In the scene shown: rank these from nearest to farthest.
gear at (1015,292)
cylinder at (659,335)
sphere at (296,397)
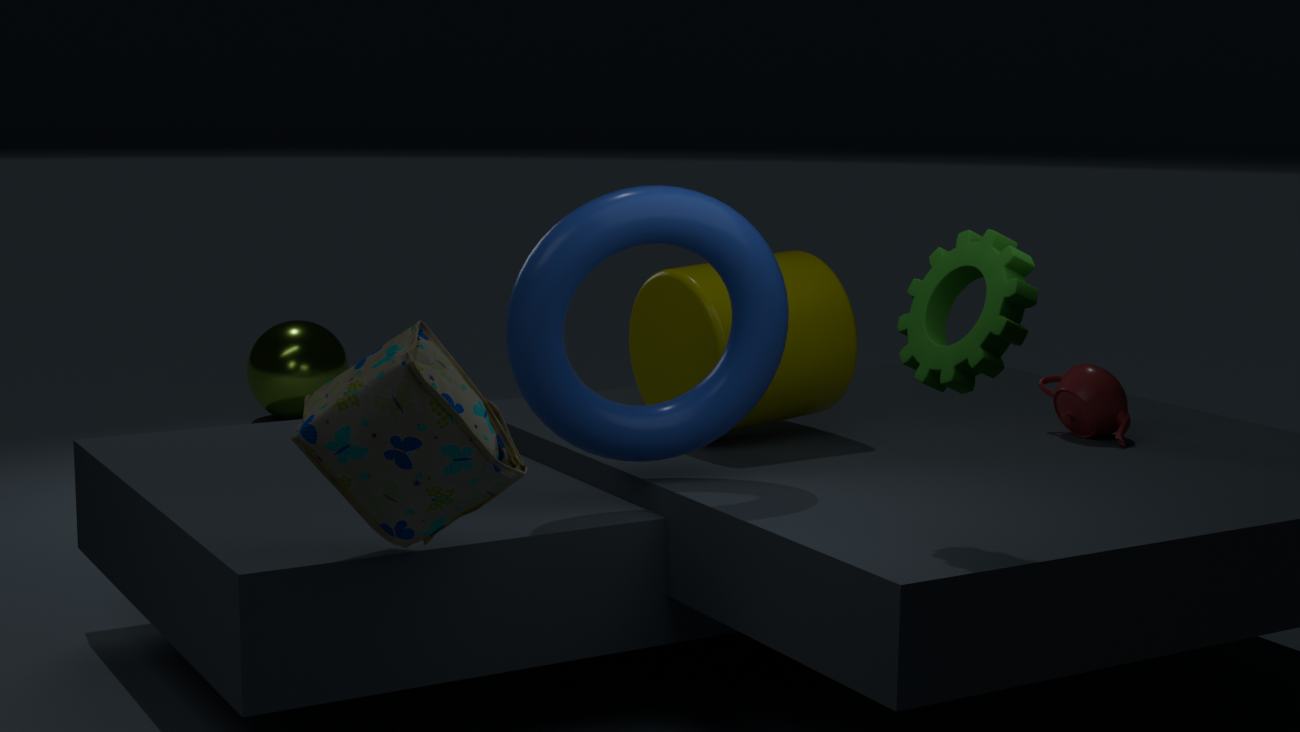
gear at (1015,292) < cylinder at (659,335) < sphere at (296,397)
